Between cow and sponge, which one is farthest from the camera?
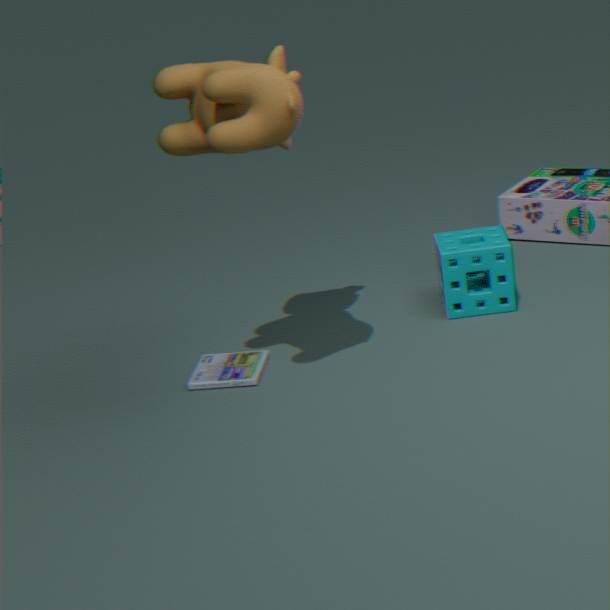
sponge
